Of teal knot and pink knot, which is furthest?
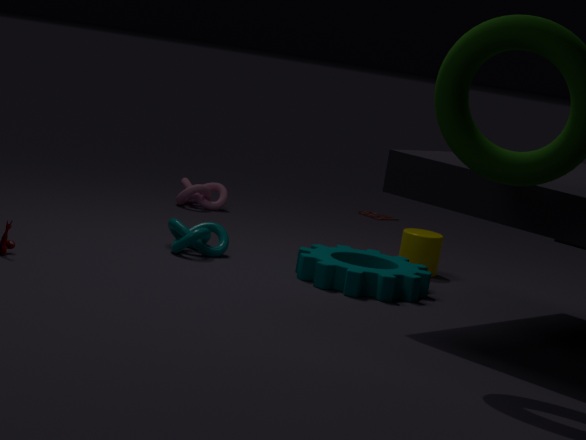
pink knot
